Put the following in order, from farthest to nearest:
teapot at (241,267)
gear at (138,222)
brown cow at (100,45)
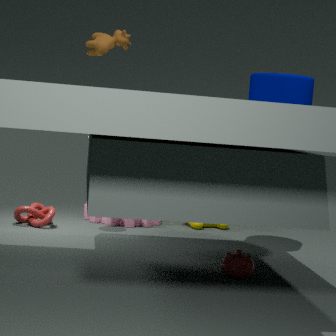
gear at (138,222) < brown cow at (100,45) < teapot at (241,267)
